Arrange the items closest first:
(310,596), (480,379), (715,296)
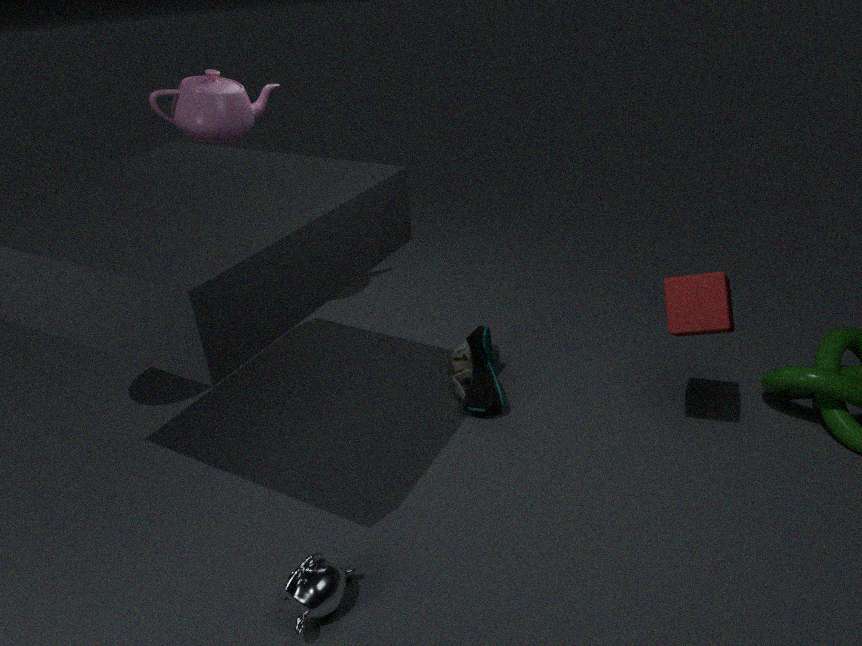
(310,596) → (715,296) → (480,379)
